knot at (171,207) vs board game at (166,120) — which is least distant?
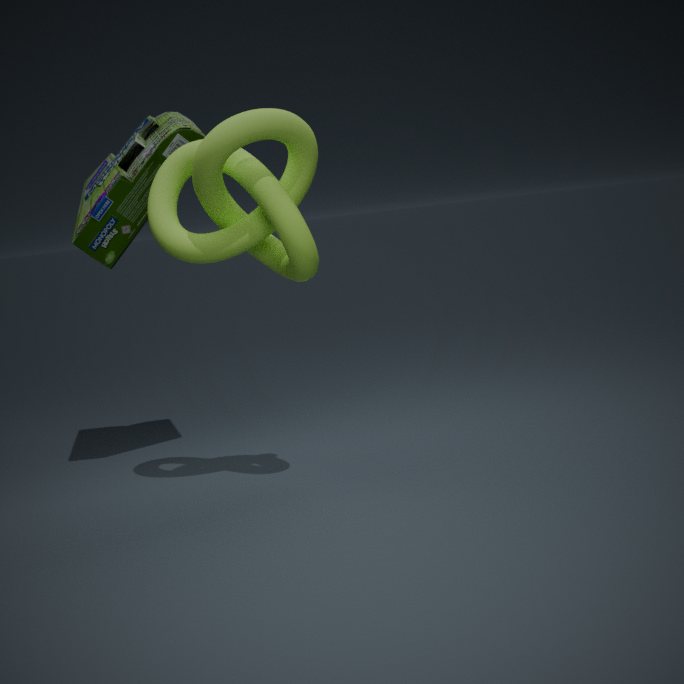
knot at (171,207)
